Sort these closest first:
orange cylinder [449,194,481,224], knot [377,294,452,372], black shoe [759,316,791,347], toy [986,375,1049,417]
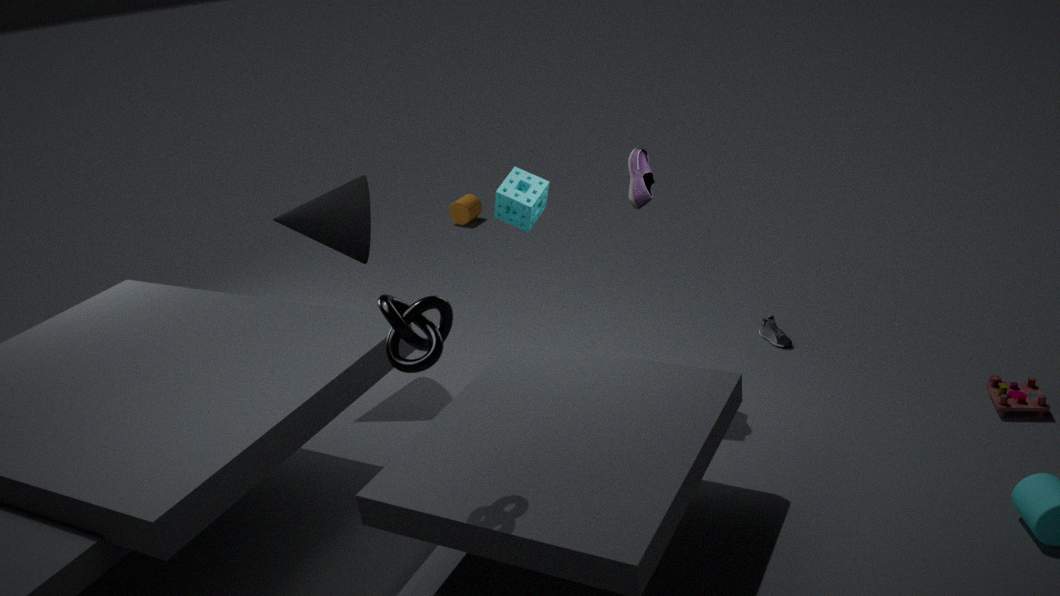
1. knot [377,294,452,372]
2. toy [986,375,1049,417]
3. black shoe [759,316,791,347]
4. orange cylinder [449,194,481,224]
